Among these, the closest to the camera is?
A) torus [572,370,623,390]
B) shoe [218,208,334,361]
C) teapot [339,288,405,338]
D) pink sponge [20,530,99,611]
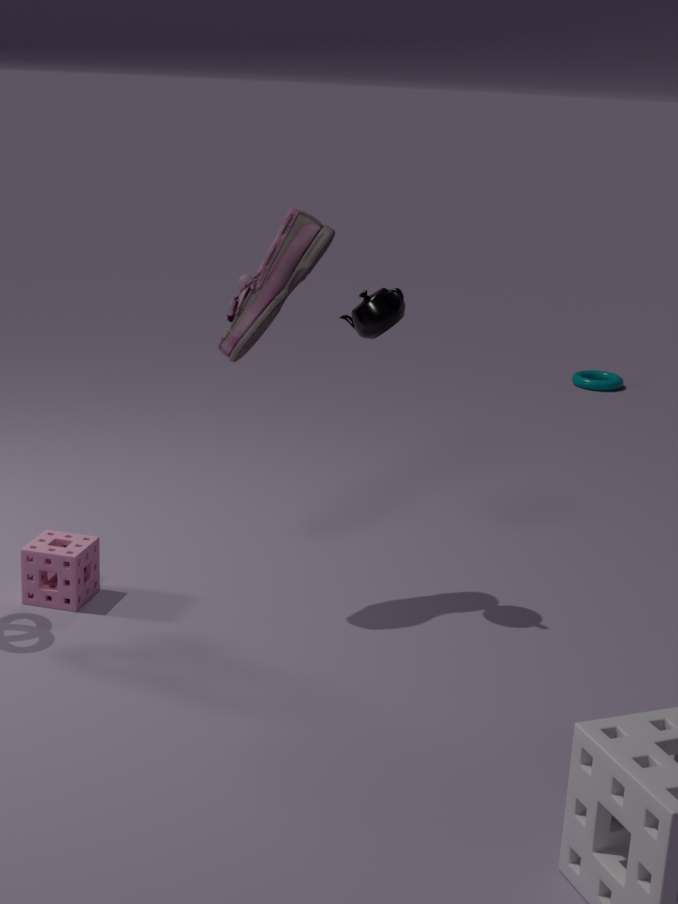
shoe [218,208,334,361]
